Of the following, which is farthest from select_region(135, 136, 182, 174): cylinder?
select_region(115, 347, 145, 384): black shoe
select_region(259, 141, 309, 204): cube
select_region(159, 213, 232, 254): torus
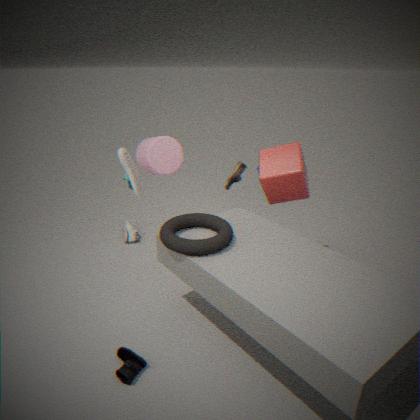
select_region(115, 347, 145, 384): black shoe
